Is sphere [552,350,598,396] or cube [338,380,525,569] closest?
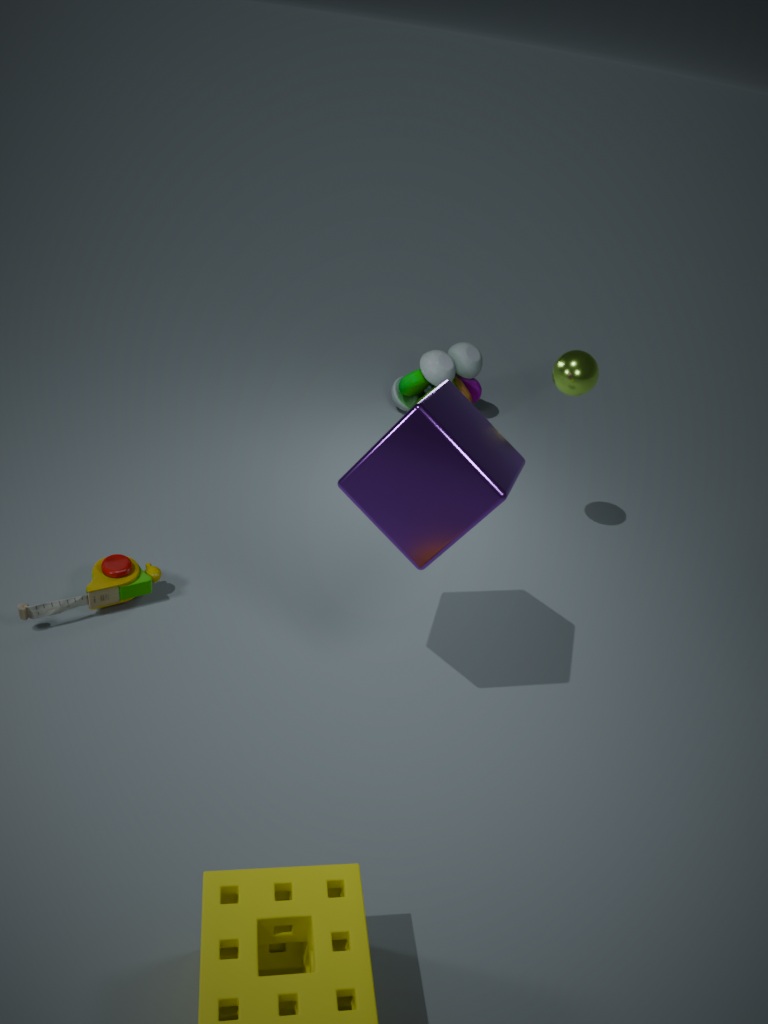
cube [338,380,525,569]
